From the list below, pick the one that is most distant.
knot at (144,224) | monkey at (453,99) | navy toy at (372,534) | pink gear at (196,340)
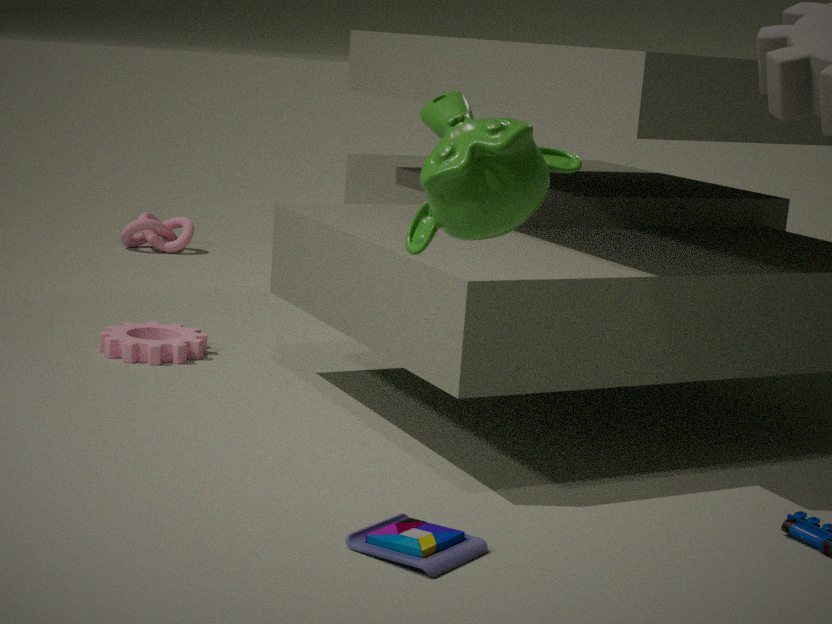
knot at (144,224)
